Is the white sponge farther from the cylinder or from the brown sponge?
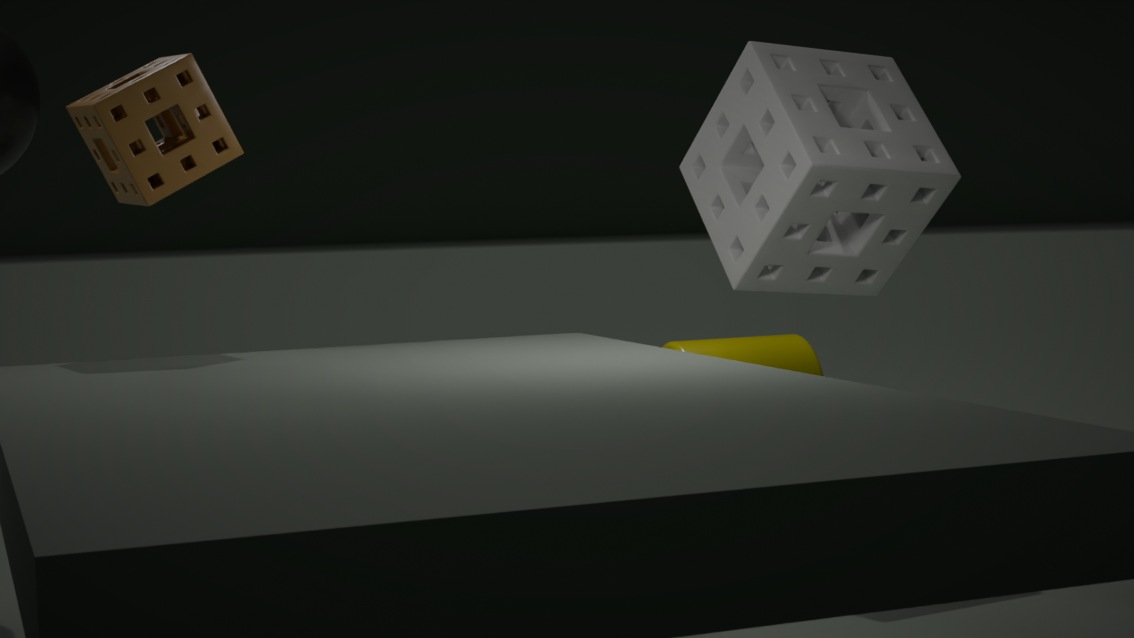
the brown sponge
